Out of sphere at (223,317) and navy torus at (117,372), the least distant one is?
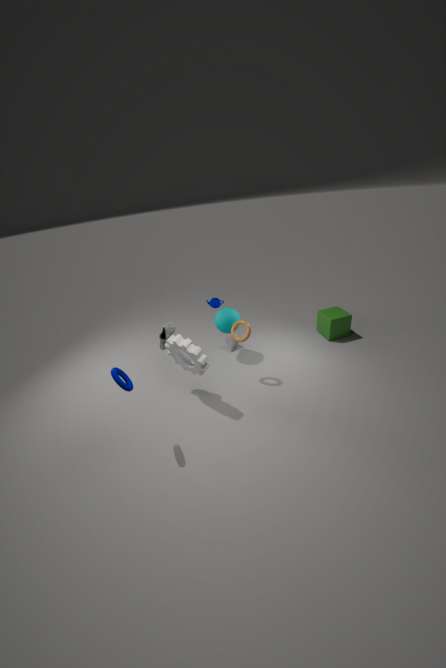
navy torus at (117,372)
